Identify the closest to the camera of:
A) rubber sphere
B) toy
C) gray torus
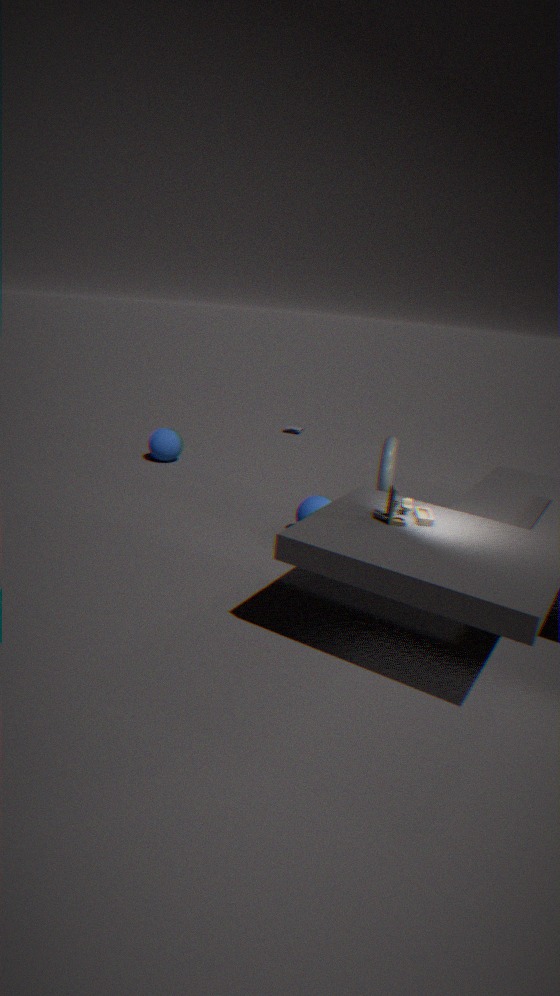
toy
